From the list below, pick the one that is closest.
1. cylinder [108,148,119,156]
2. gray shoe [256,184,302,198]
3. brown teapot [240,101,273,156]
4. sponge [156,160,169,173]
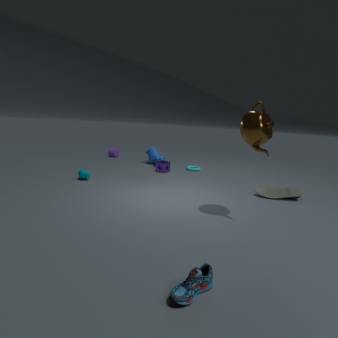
brown teapot [240,101,273,156]
